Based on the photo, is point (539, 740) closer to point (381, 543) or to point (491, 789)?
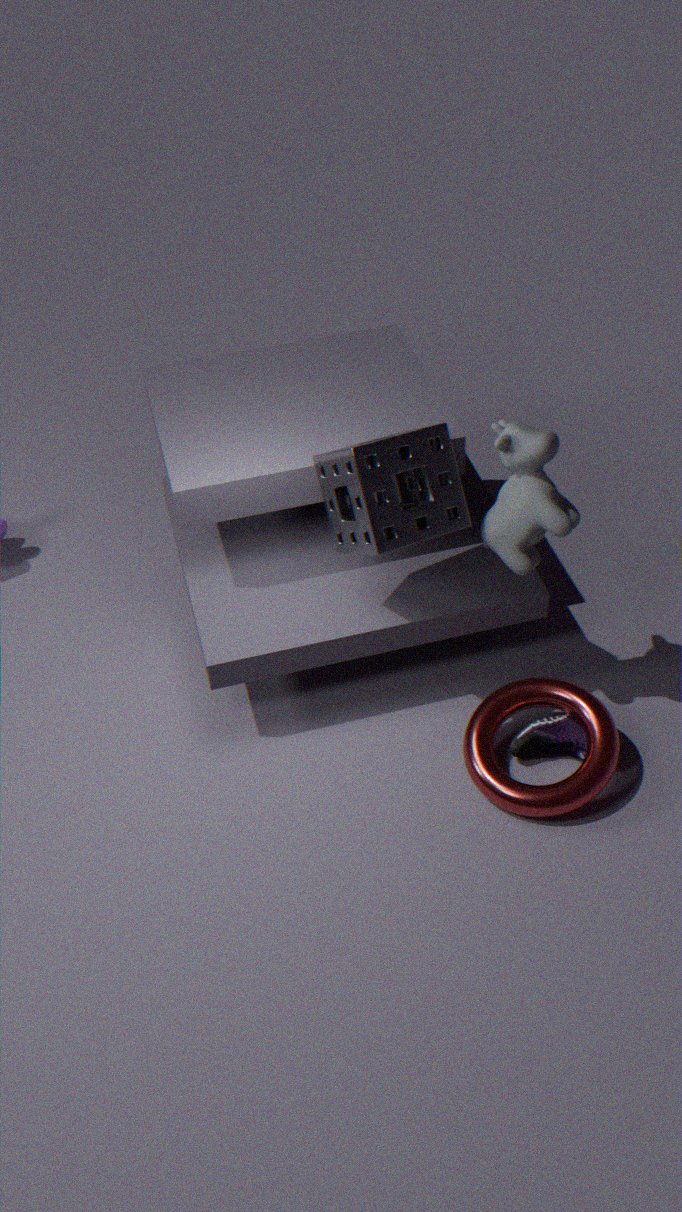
point (491, 789)
